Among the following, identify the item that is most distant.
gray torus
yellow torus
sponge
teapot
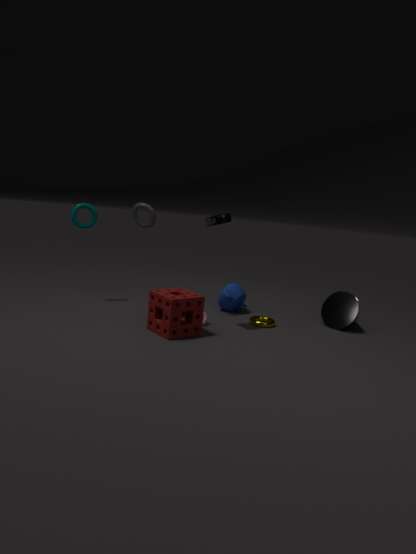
teapot
